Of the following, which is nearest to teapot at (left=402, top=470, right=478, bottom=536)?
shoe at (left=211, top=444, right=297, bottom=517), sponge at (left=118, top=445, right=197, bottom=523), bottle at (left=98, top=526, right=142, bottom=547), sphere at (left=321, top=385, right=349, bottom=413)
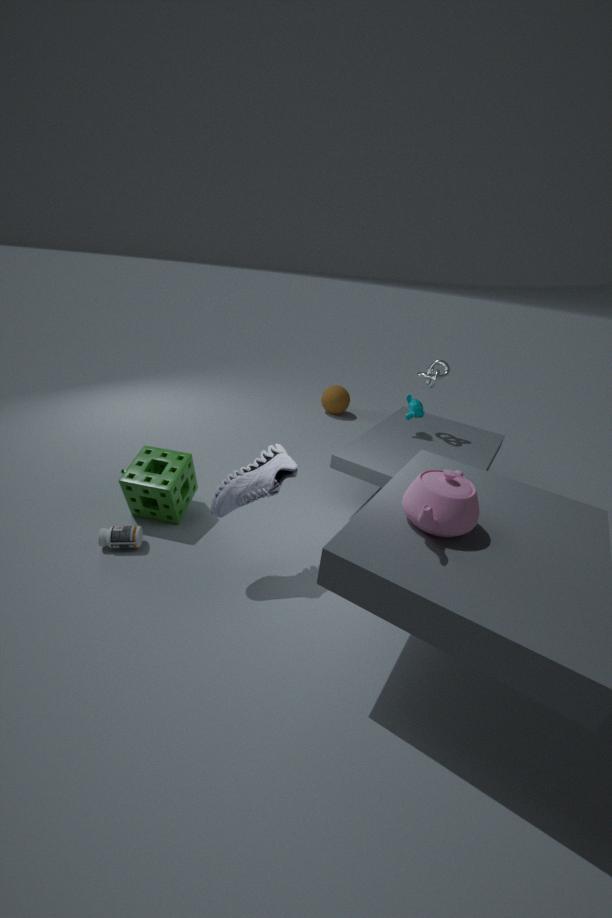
shoe at (left=211, top=444, right=297, bottom=517)
